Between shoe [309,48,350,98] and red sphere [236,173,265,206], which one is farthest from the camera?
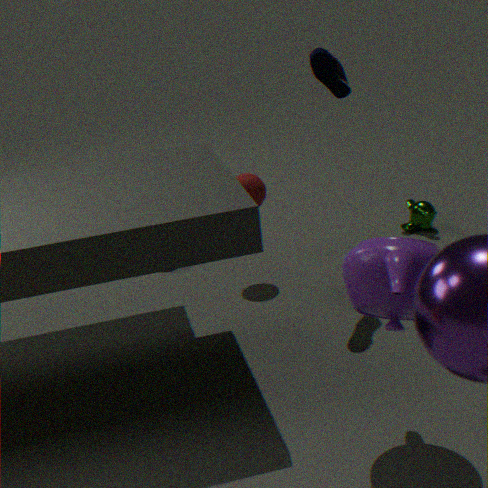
red sphere [236,173,265,206]
